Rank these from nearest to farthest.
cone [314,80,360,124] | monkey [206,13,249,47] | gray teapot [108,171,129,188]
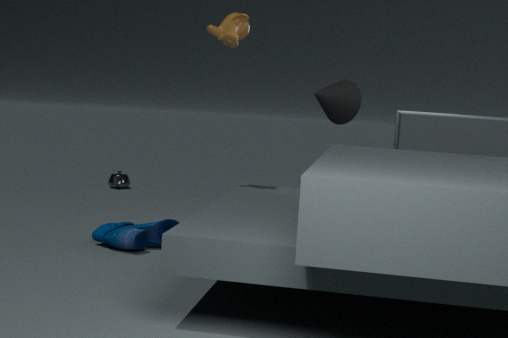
monkey [206,13,249,47]
cone [314,80,360,124]
gray teapot [108,171,129,188]
